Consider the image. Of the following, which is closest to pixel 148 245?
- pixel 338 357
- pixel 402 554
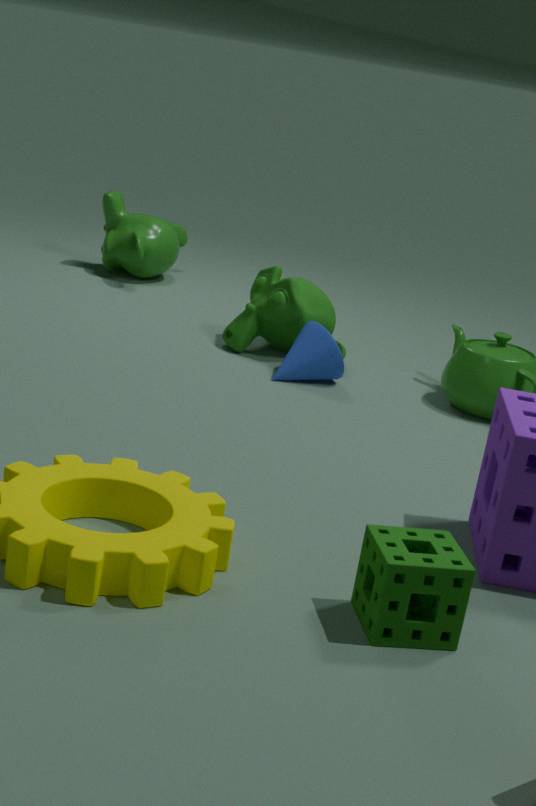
pixel 338 357
